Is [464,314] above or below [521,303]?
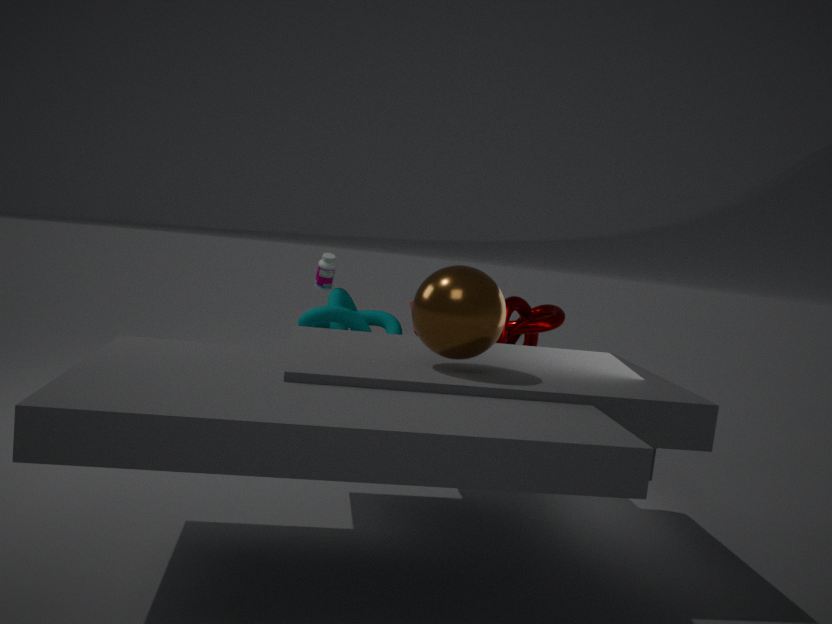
above
